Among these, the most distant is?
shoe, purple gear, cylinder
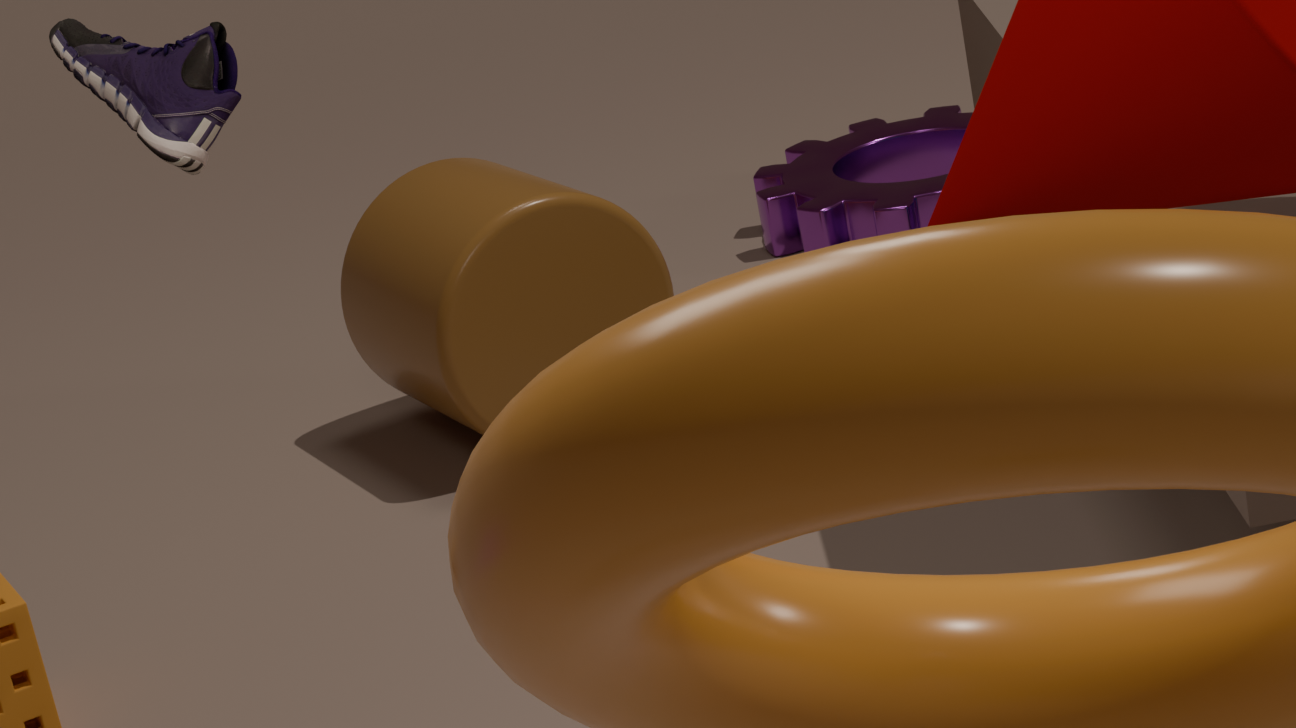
purple gear
